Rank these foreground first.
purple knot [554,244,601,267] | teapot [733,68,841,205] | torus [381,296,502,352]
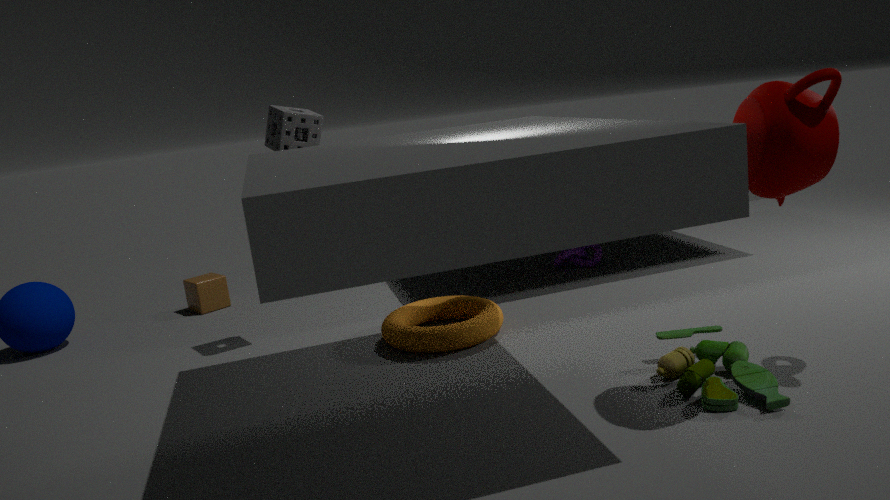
teapot [733,68,841,205], torus [381,296,502,352], purple knot [554,244,601,267]
